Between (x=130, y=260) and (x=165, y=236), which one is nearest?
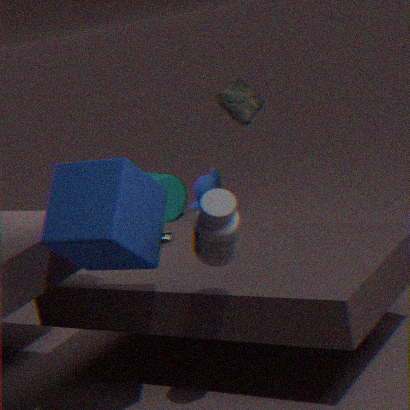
(x=130, y=260)
